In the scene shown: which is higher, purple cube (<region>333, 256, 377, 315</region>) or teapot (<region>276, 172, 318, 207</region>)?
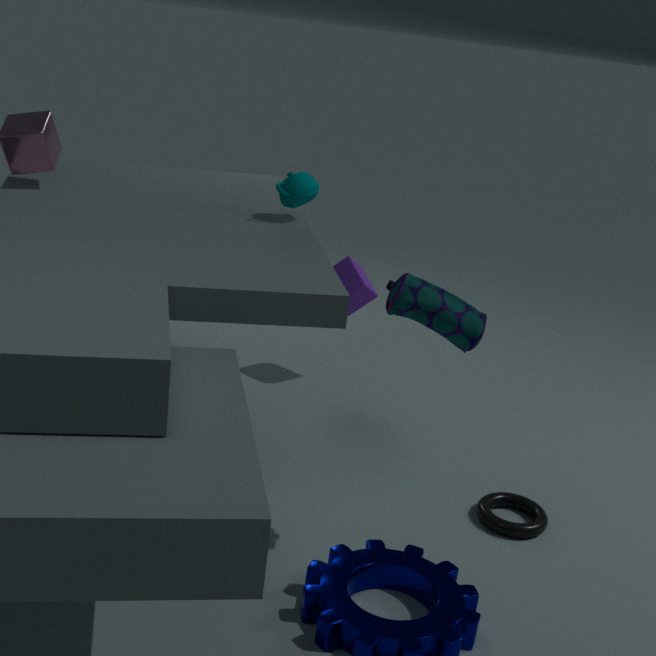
teapot (<region>276, 172, 318, 207</region>)
